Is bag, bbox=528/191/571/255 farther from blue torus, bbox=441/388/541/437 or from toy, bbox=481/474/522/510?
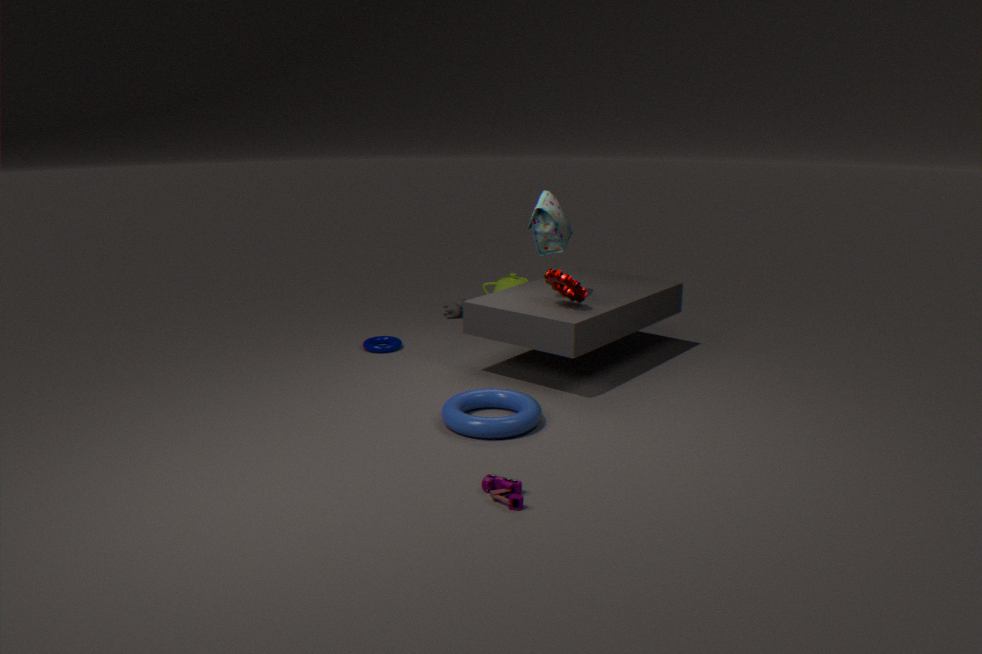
toy, bbox=481/474/522/510
